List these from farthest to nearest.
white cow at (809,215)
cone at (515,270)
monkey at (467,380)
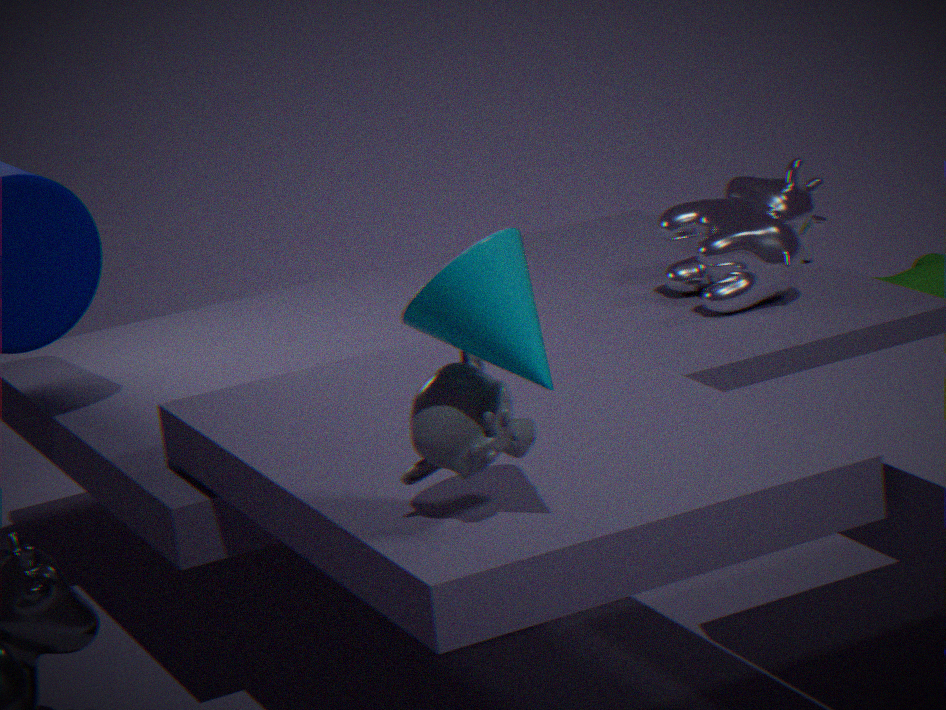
white cow at (809,215) < monkey at (467,380) < cone at (515,270)
